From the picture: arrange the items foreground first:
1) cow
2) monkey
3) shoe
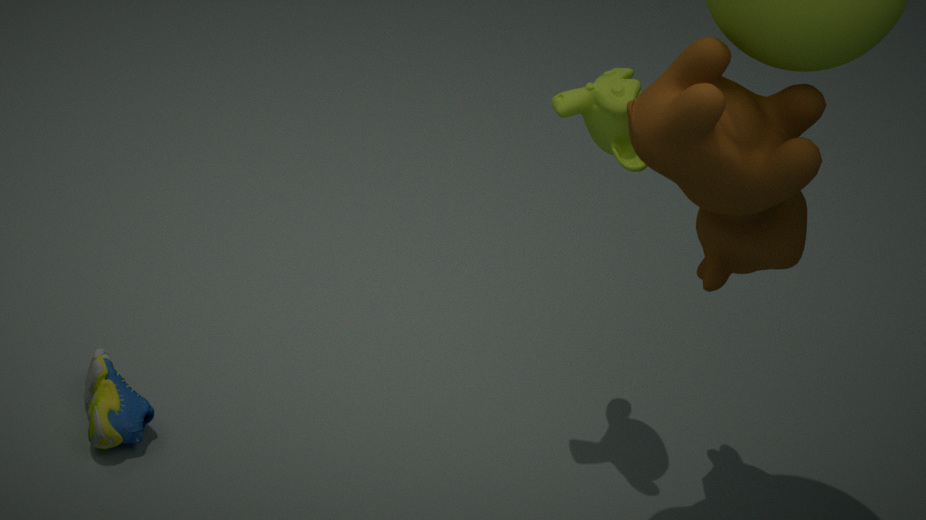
1. cow
2. monkey
3. shoe
